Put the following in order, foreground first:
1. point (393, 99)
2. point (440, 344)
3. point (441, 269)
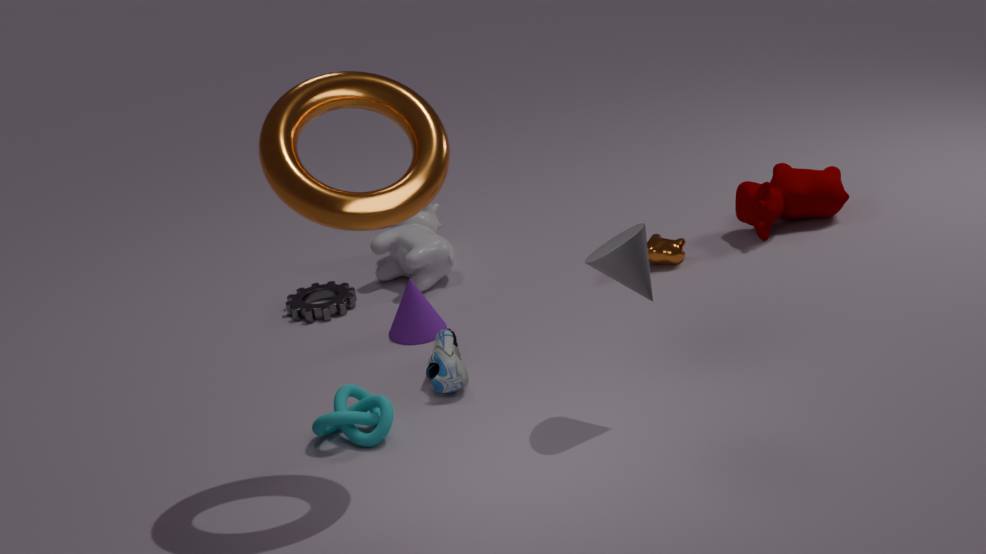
1. point (393, 99)
2. point (440, 344)
3. point (441, 269)
